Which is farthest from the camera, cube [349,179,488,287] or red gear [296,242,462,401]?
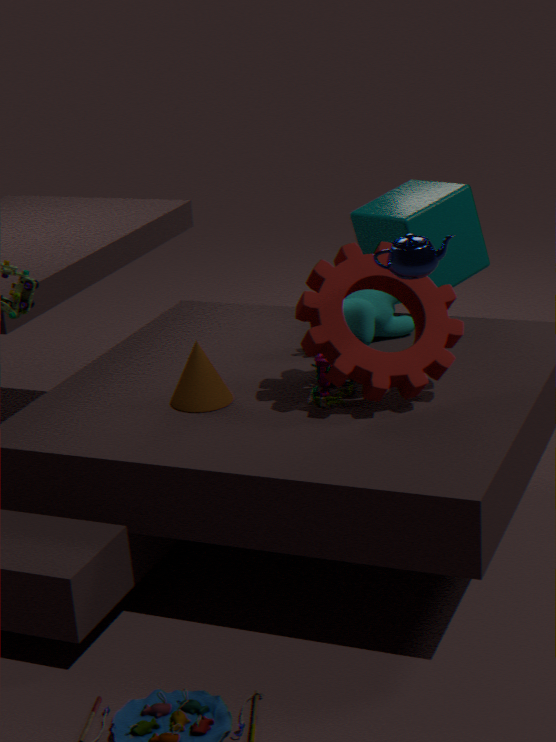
cube [349,179,488,287]
